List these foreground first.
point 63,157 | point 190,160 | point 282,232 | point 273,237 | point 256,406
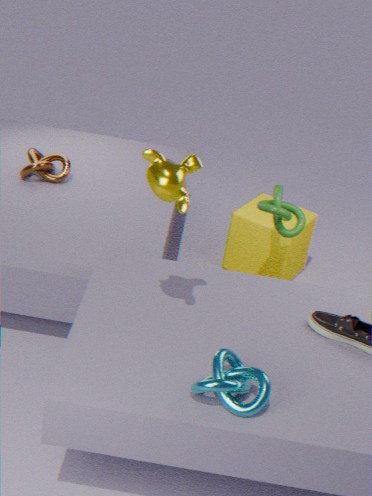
1. point 256,406
2. point 190,160
3. point 282,232
4. point 273,237
5. point 63,157
